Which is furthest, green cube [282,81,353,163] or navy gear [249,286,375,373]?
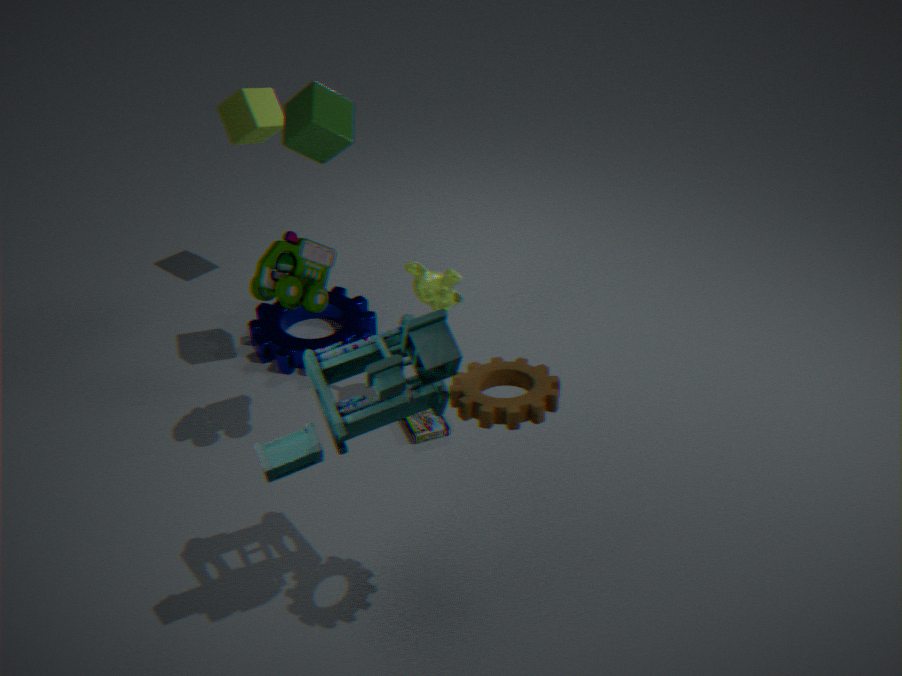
navy gear [249,286,375,373]
